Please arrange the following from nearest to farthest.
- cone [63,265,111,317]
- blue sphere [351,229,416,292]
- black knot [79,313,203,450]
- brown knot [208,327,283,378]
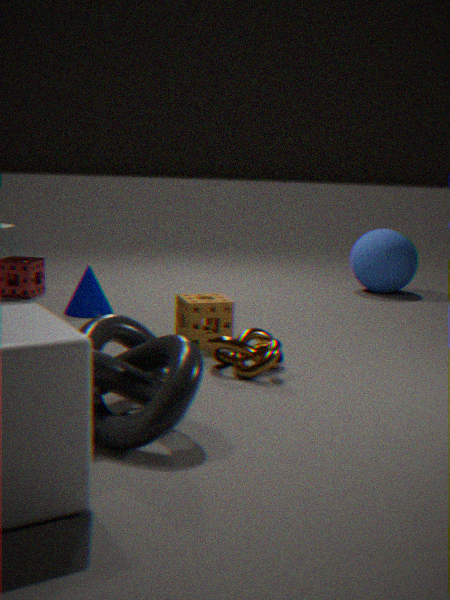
black knot [79,313,203,450] < brown knot [208,327,283,378] < cone [63,265,111,317] < blue sphere [351,229,416,292]
